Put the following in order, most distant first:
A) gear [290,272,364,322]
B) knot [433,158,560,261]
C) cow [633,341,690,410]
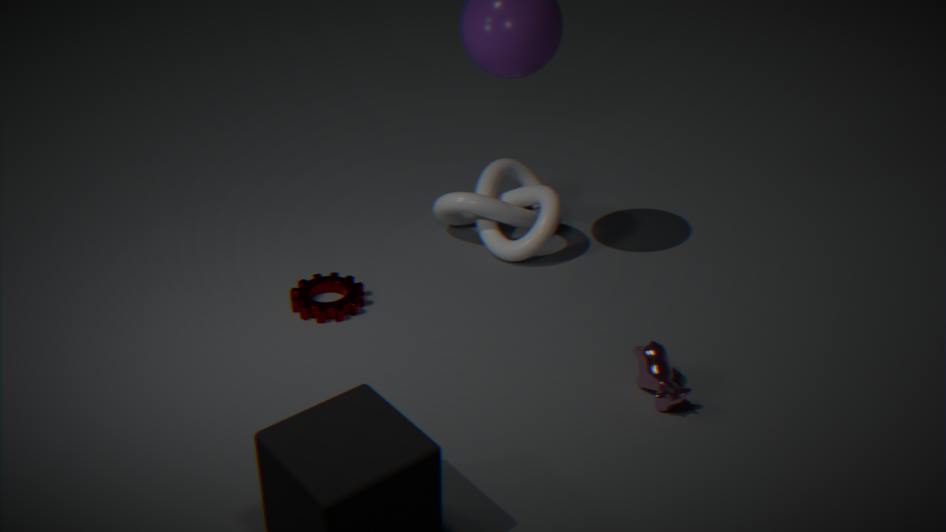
knot [433,158,560,261] < gear [290,272,364,322] < cow [633,341,690,410]
